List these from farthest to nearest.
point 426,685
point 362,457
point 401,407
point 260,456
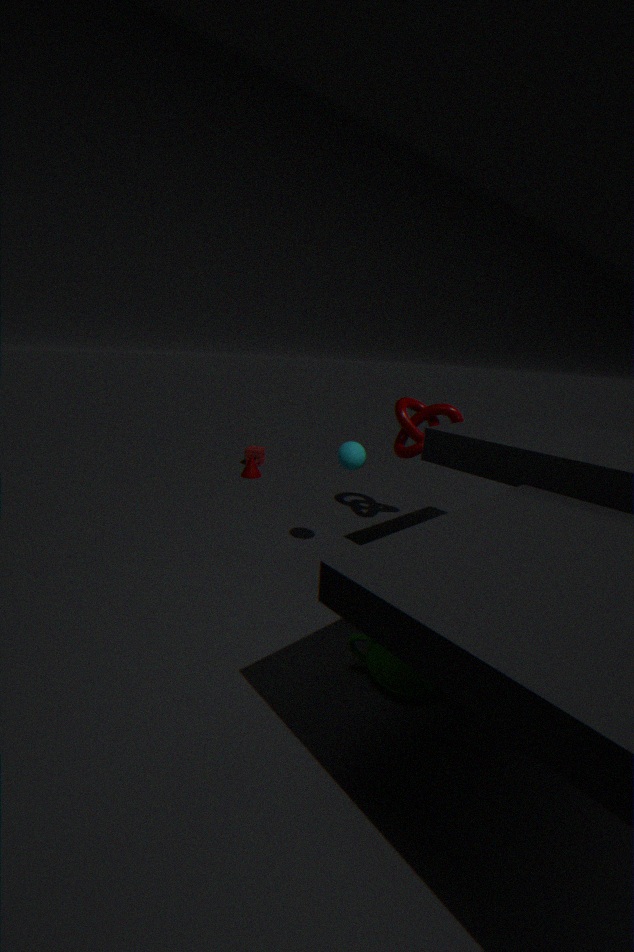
point 260,456
point 401,407
point 362,457
point 426,685
